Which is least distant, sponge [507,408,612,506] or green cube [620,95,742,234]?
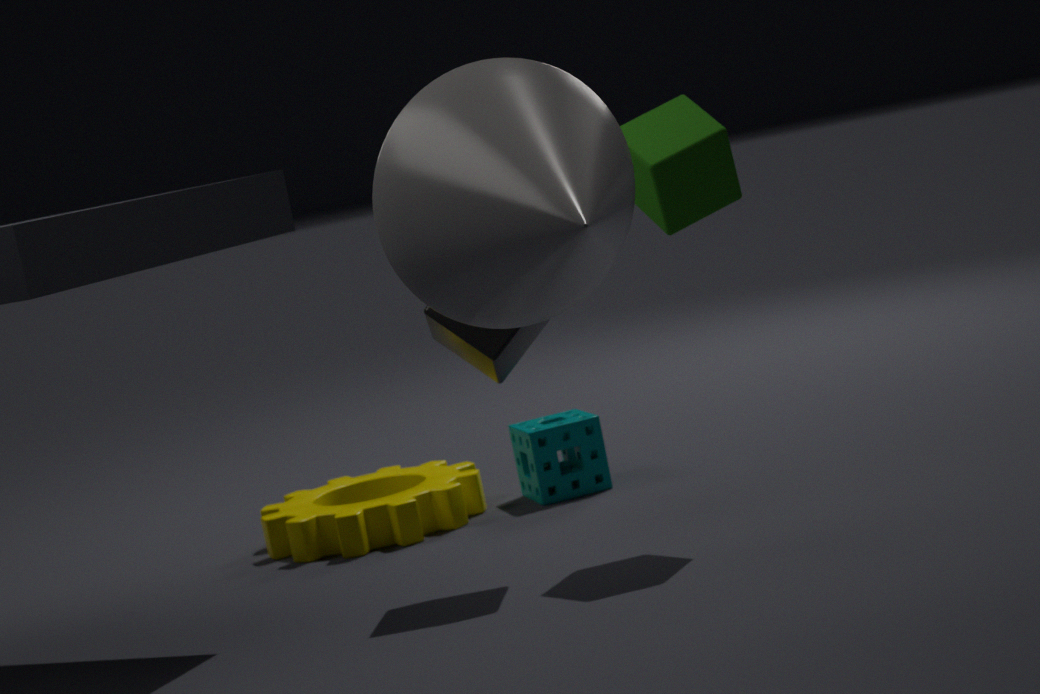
green cube [620,95,742,234]
